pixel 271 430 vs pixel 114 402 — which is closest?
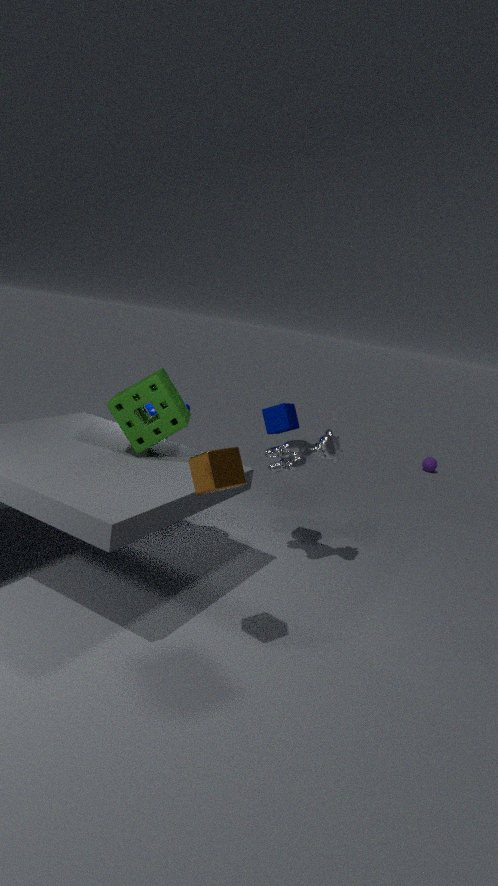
pixel 114 402
